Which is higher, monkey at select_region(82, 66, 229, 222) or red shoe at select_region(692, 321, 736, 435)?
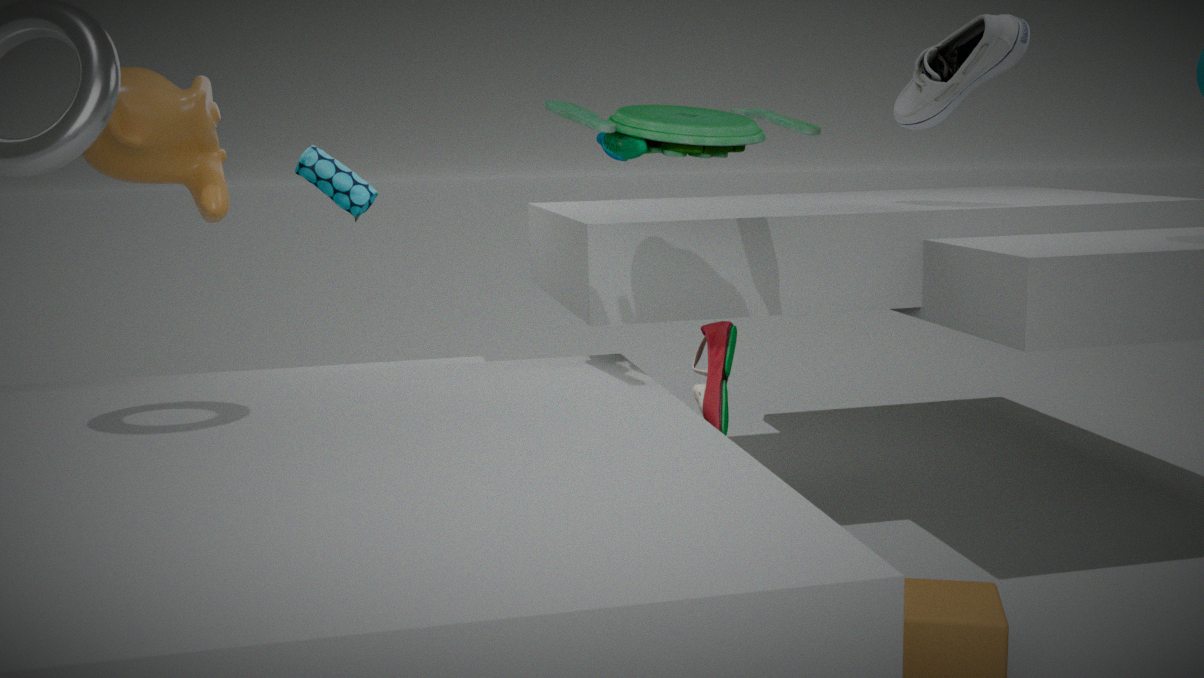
monkey at select_region(82, 66, 229, 222)
